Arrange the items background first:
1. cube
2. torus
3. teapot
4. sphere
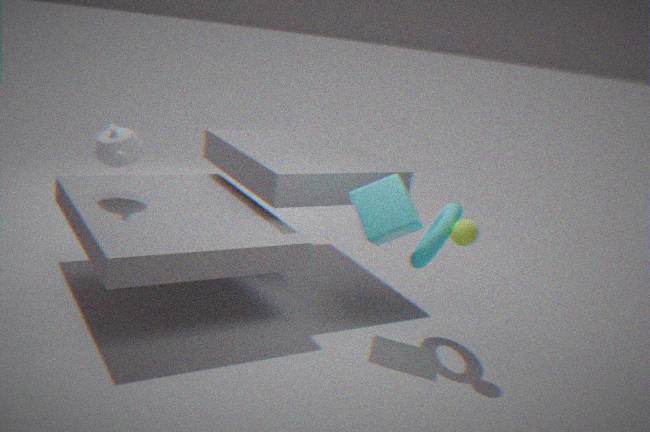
teapot, cube, torus, sphere
